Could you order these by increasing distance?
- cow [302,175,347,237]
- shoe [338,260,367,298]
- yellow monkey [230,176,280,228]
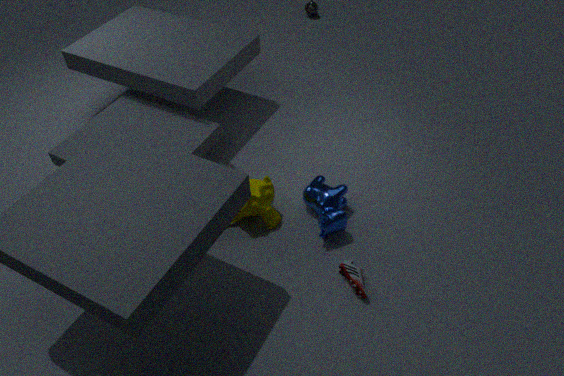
shoe [338,260,367,298] < cow [302,175,347,237] < yellow monkey [230,176,280,228]
